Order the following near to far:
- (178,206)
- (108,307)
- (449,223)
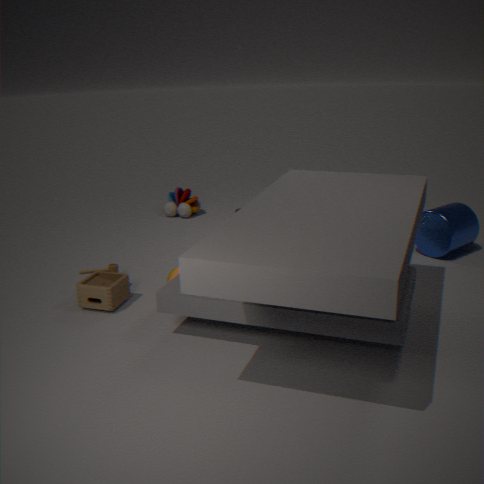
(108,307), (449,223), (178,206)
